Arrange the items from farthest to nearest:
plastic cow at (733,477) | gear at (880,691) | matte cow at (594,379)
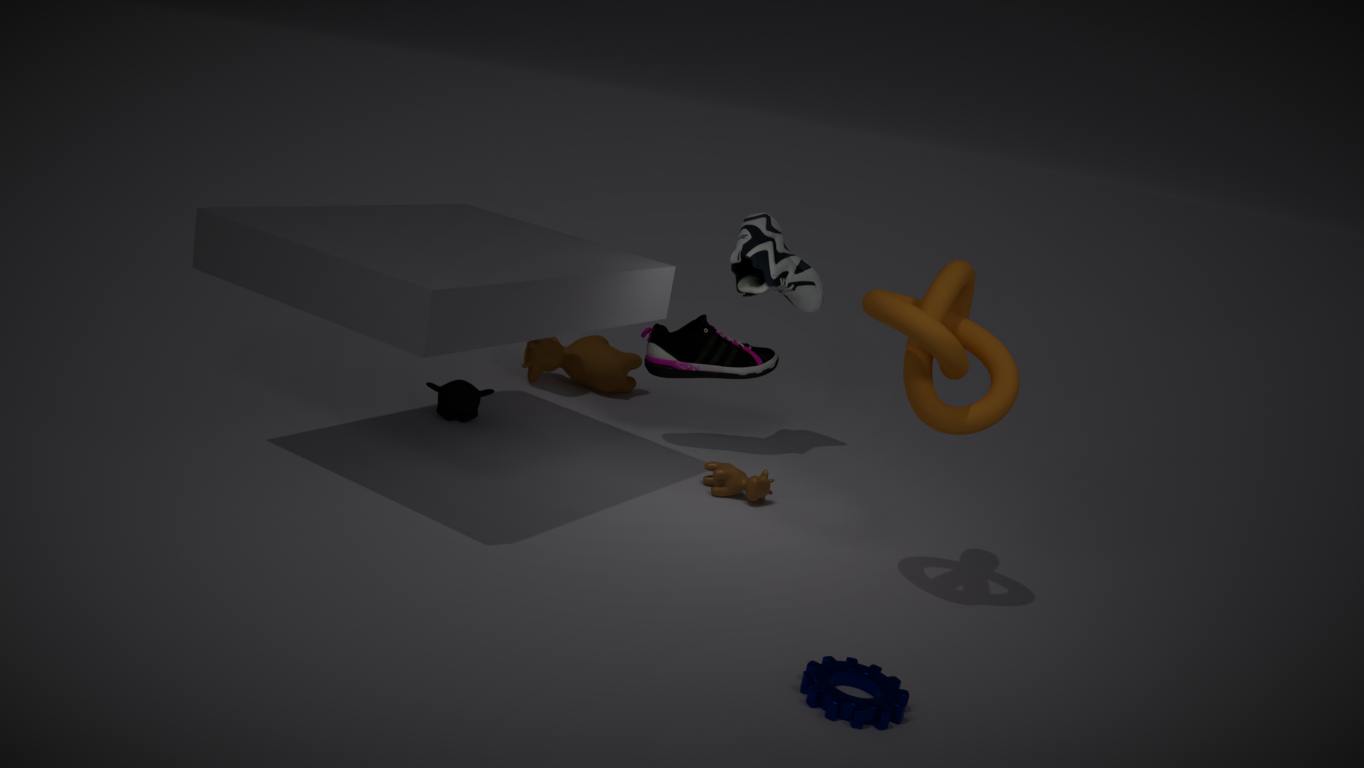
matte cow at (594,379) → plastic cow at (733,477) → gear at (880,691)
